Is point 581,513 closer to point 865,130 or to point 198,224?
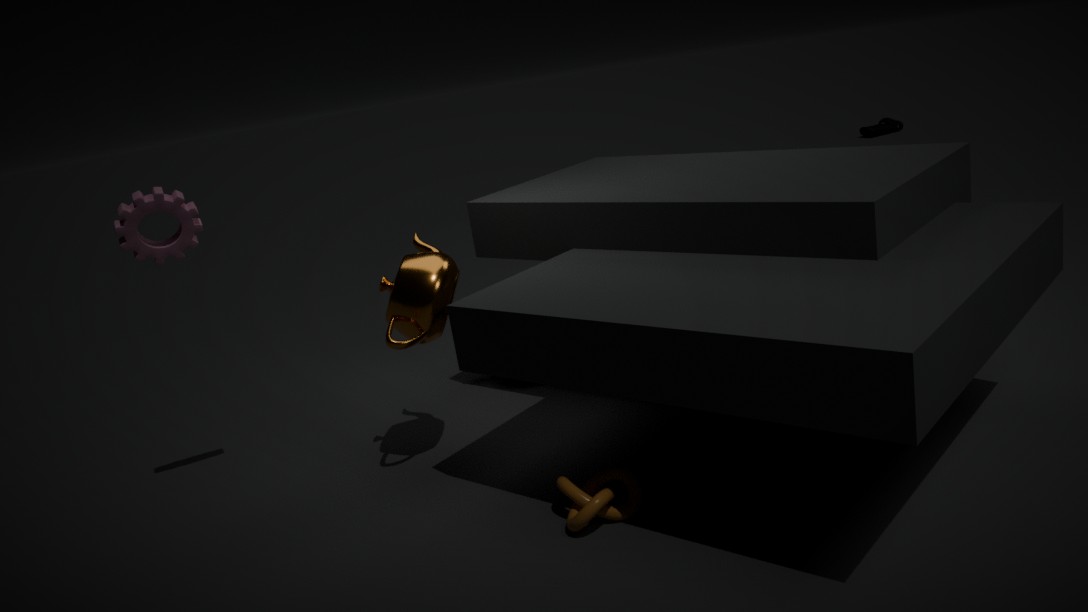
point 198,224
